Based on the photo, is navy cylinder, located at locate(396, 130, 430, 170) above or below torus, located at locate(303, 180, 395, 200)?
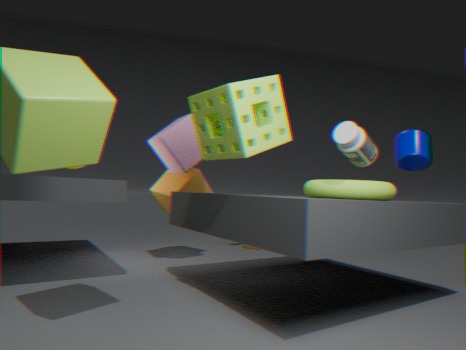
above
